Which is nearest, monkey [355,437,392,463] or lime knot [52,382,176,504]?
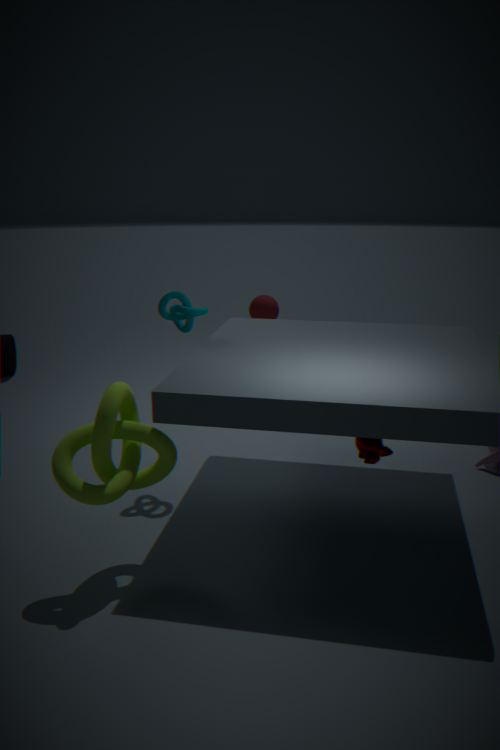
lime knot [52,382,176,504]
